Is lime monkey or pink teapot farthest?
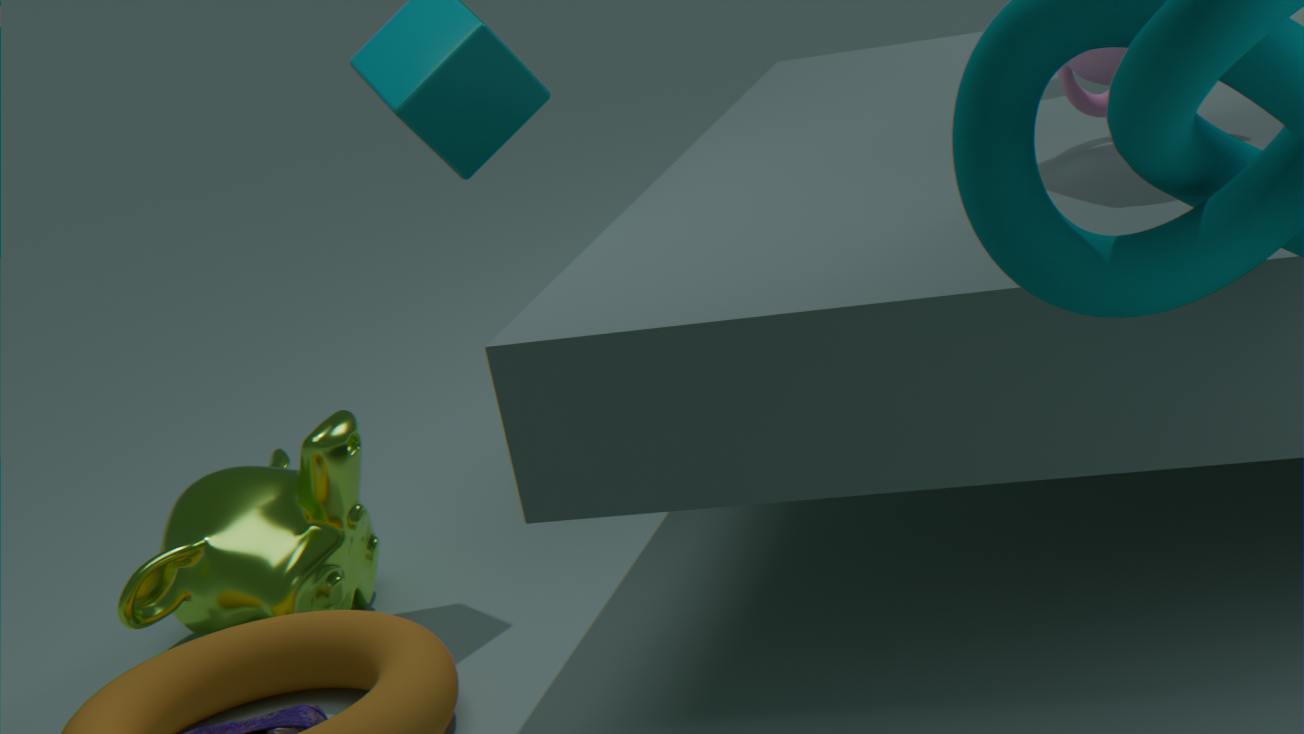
lime monkey
